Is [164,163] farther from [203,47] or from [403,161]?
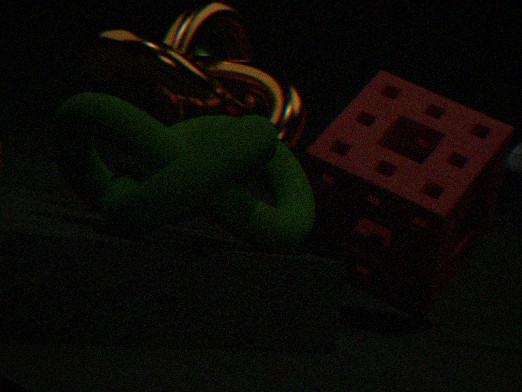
[203,47]
